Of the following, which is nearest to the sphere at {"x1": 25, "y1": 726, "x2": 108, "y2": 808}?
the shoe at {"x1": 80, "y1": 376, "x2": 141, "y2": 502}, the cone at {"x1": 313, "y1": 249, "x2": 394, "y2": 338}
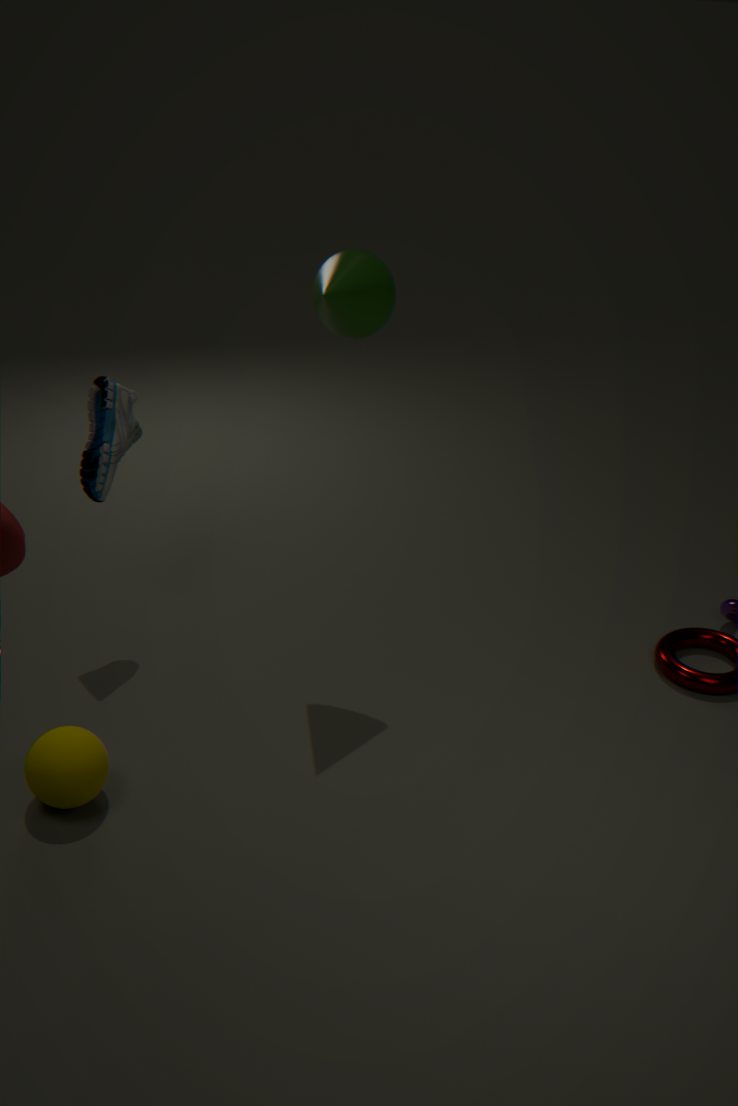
the shoe at {"x1": 80, "y1": 376, "x2": 141, "y2": 502}
